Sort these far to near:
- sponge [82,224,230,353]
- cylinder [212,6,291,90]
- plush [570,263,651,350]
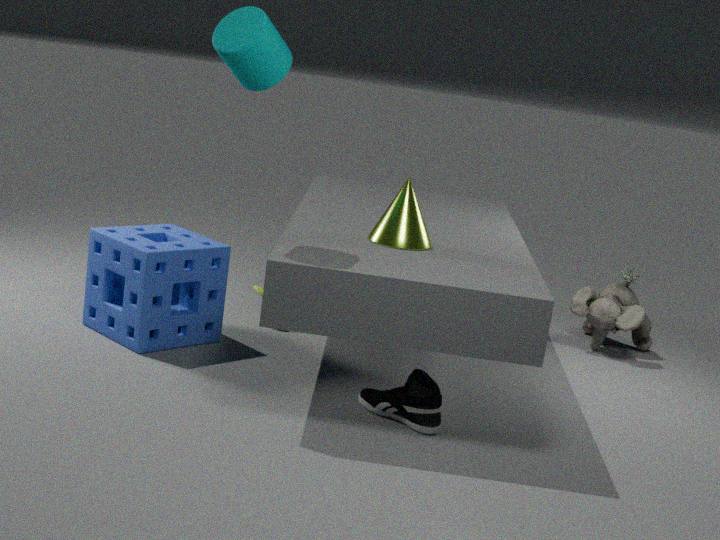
plush [570,263,651,350], sponge [82,224,230,353], cylinder [212,6,291,90]
